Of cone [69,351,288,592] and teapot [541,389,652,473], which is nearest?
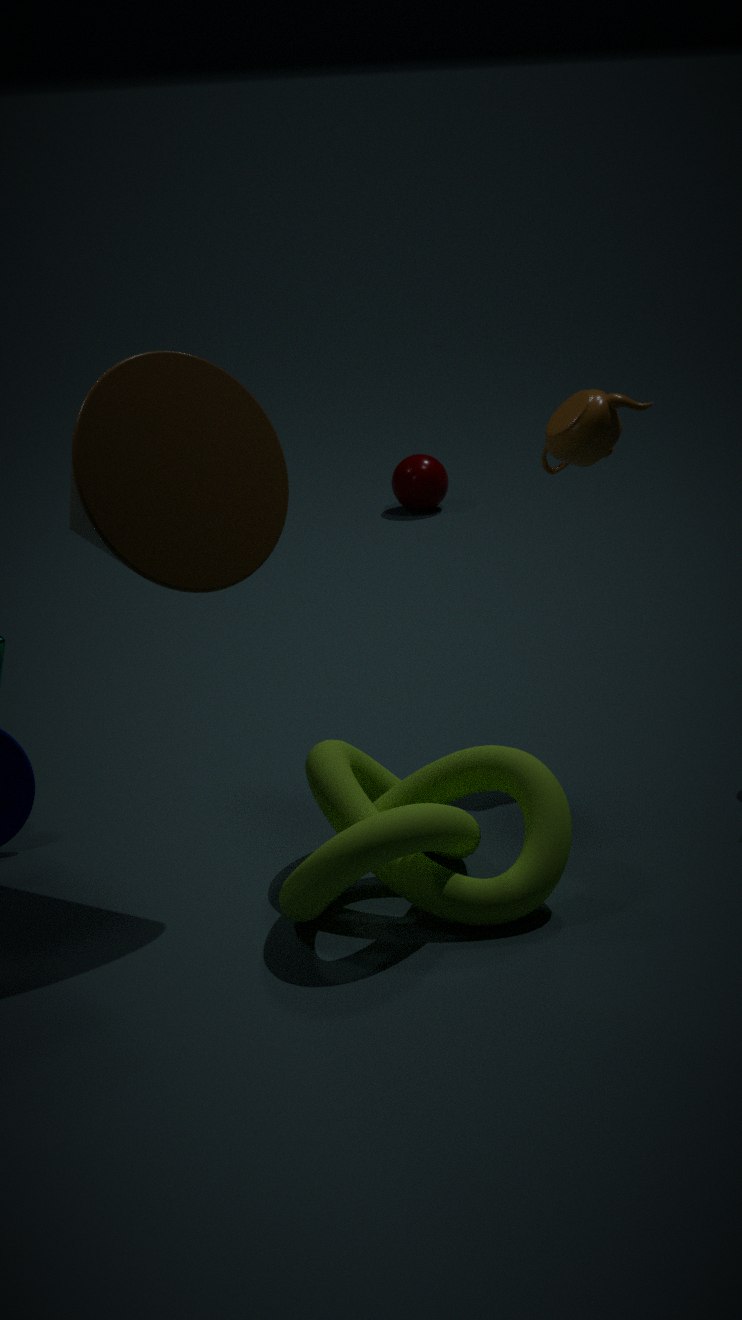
cone [69,351,288,592]
